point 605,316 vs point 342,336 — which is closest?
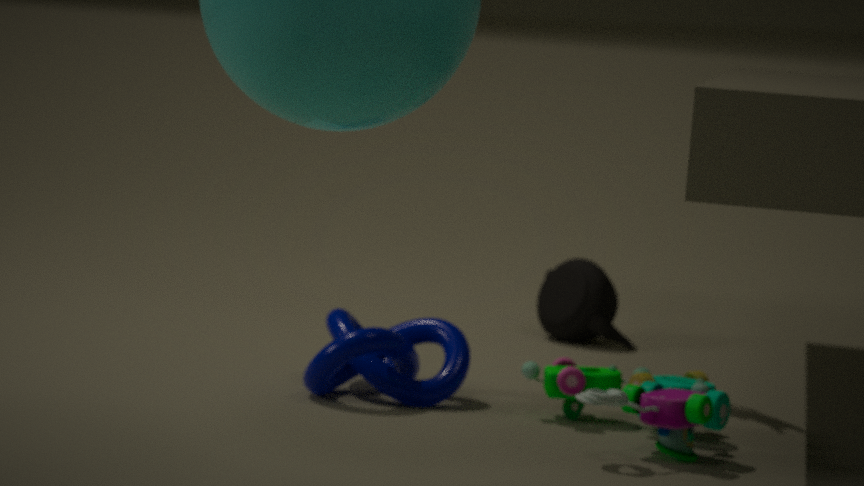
point 342,336
